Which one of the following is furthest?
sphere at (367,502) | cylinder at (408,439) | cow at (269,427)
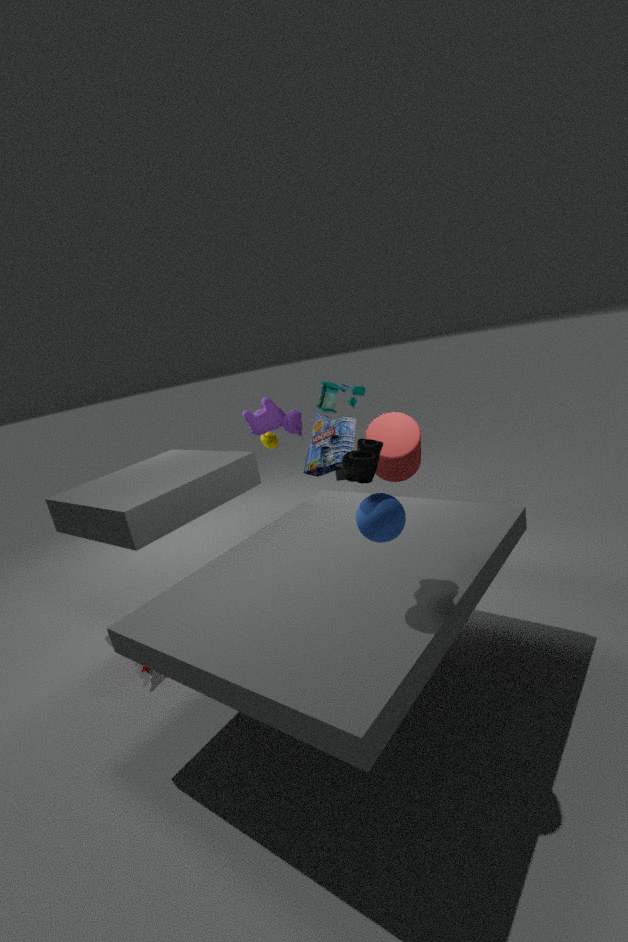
cow at (269,427)
